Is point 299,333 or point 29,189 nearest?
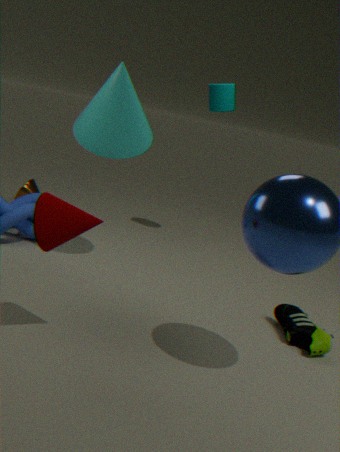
point 299,333
